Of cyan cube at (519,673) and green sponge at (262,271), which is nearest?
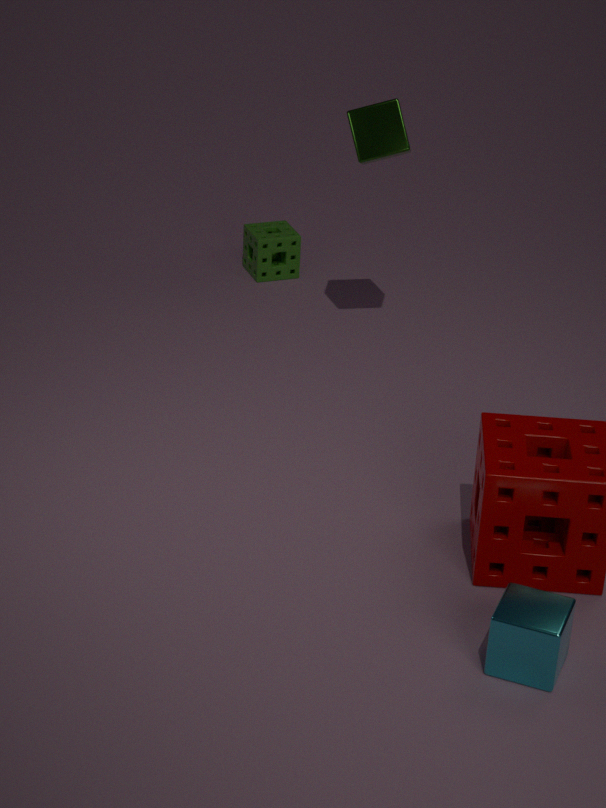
cyan cube at (519,673)
